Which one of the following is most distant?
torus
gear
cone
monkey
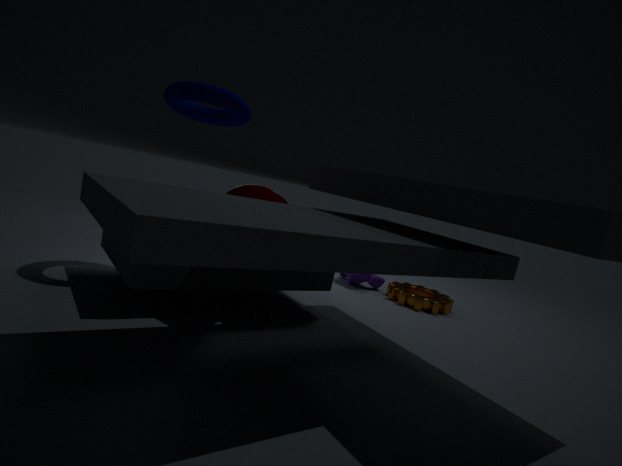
monkey
